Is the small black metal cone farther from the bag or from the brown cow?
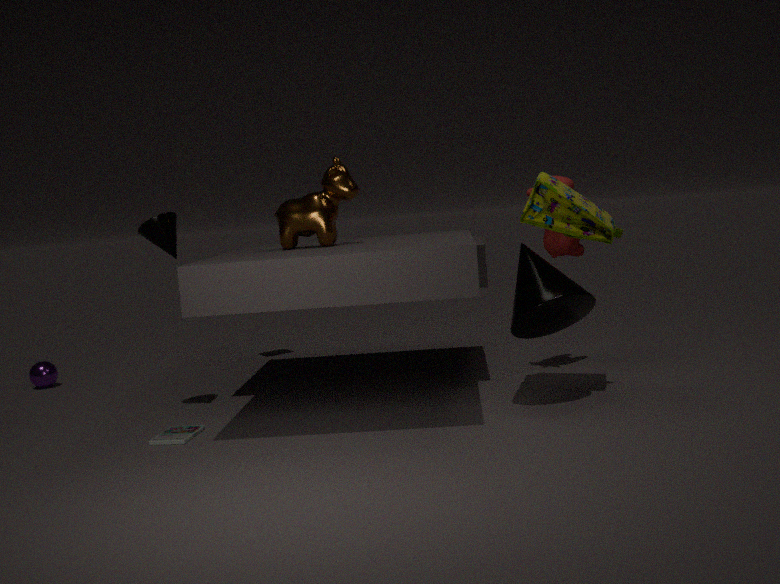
the bag
